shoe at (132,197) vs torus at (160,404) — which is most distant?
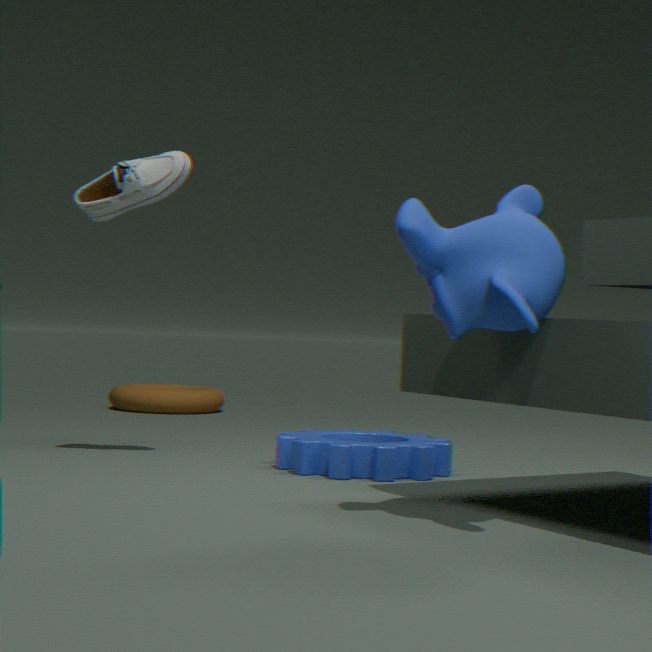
torus at (160,404)
